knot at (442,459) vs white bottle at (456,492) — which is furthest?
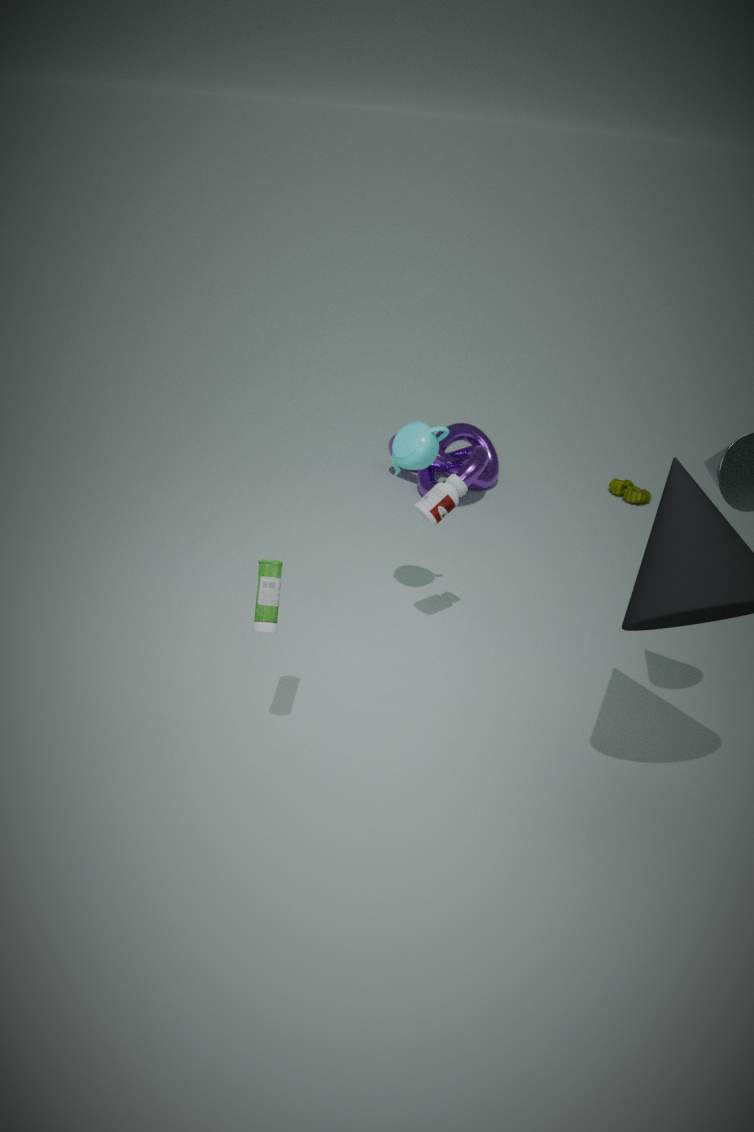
knot at (442,459)
